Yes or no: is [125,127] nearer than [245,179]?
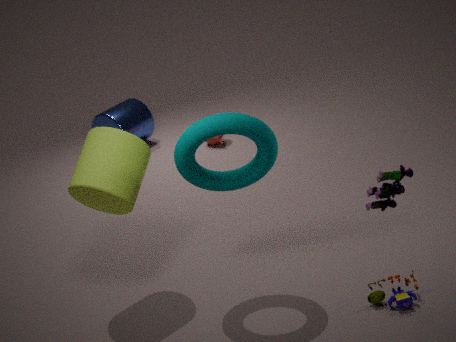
No
